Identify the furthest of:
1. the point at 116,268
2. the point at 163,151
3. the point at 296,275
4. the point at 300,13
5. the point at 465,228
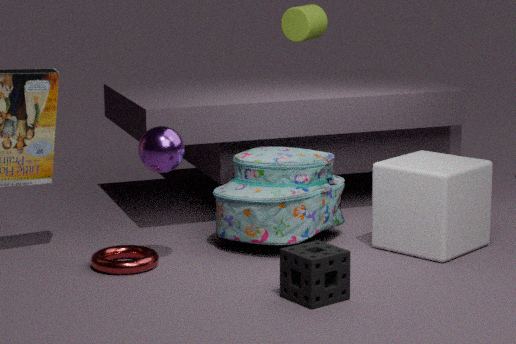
the point at 300,13
